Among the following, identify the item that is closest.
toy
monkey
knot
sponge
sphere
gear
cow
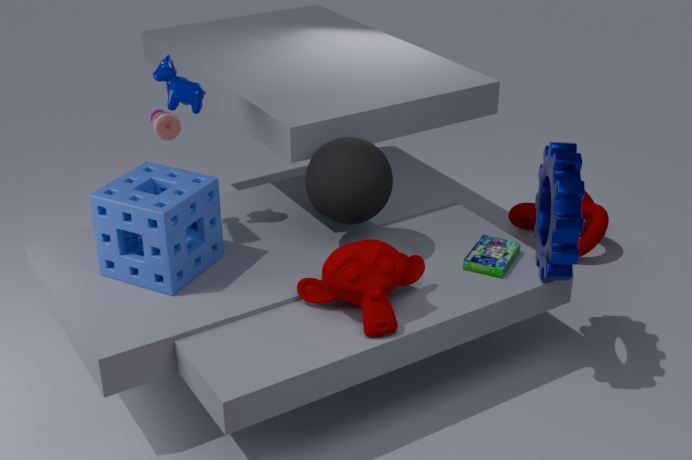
monkey
